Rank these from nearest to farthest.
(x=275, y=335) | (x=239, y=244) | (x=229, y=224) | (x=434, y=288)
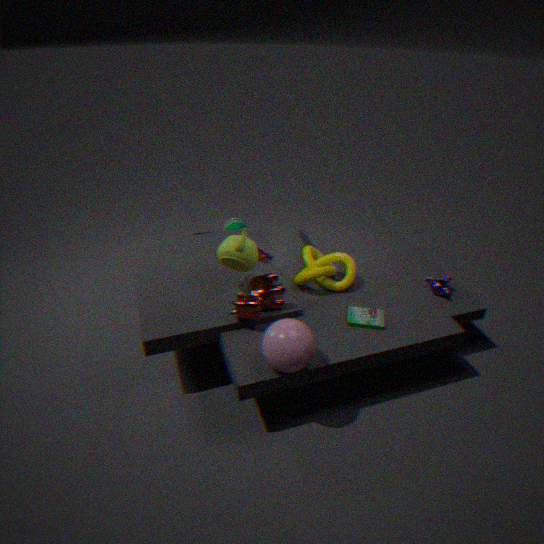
(x=275, y=335)
(x=239, y=244)
(x=434, y=288)
(x=229, y=224)
